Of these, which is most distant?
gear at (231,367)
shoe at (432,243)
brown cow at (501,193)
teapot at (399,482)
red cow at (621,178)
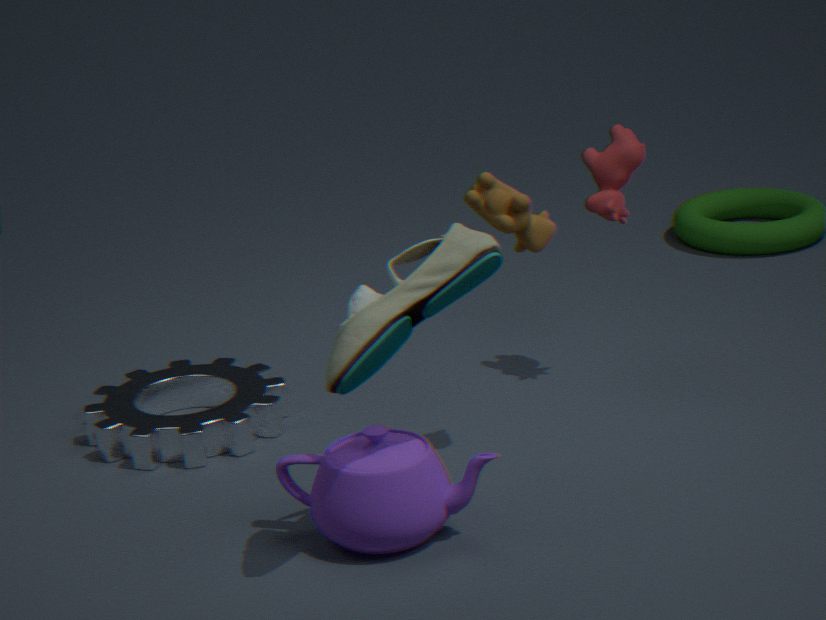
red cow at (621,178)
